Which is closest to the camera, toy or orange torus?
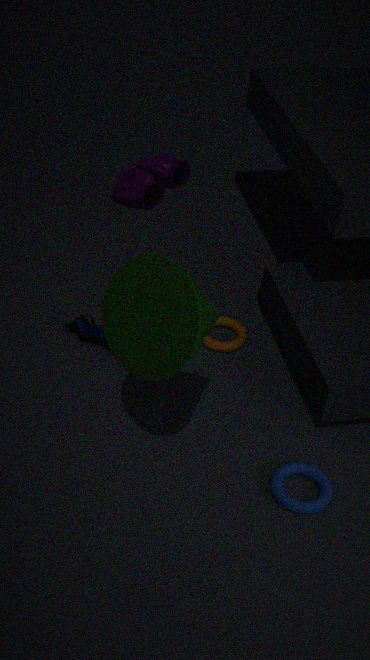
toy
